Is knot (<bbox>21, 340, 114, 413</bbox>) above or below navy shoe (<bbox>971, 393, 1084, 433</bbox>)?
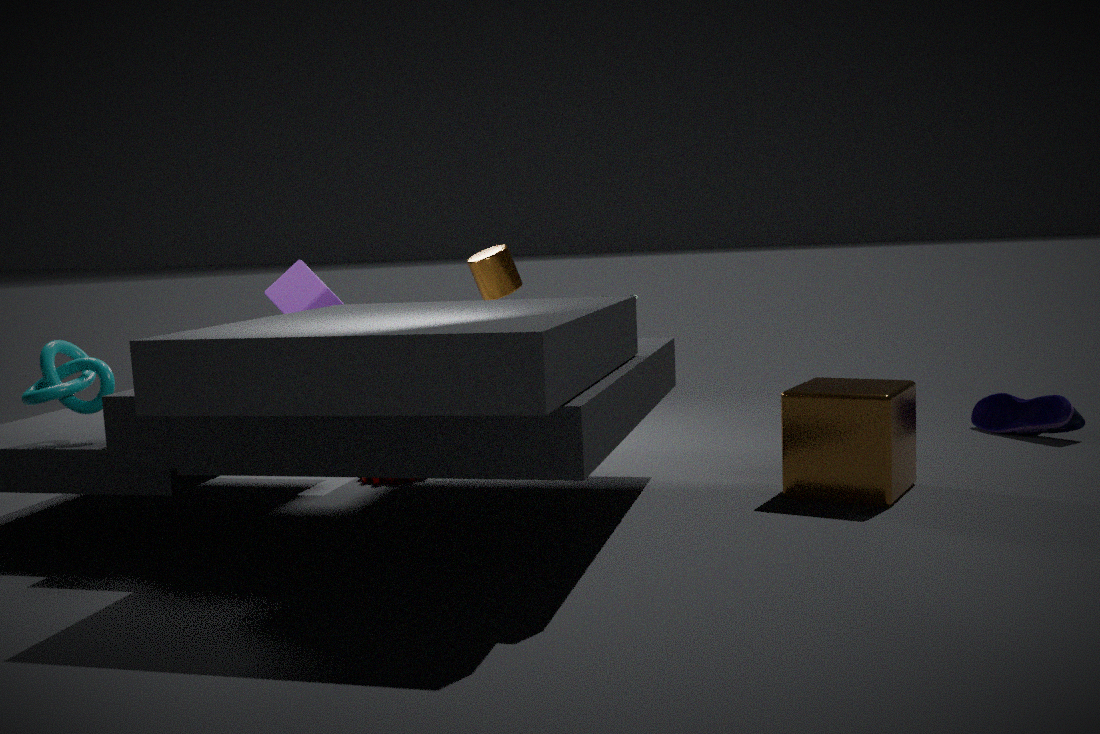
above
